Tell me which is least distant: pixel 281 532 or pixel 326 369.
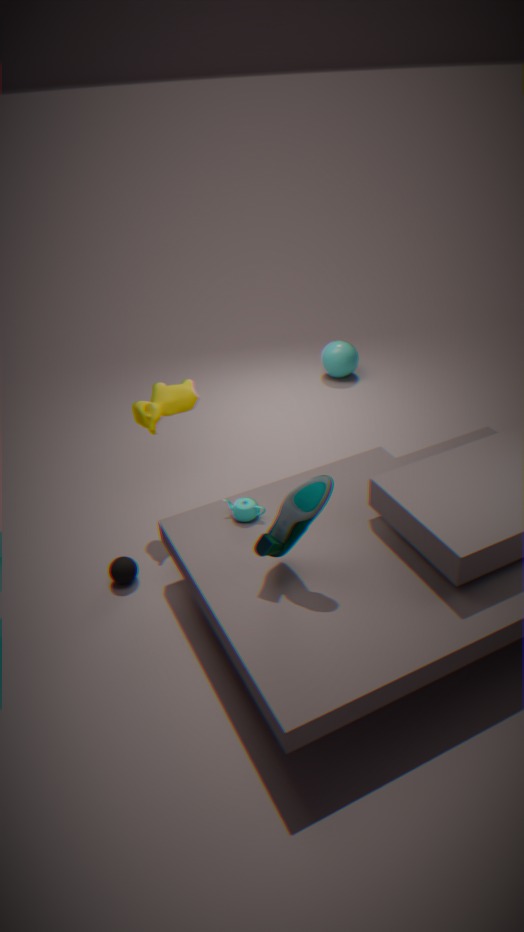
pixel 281 532
